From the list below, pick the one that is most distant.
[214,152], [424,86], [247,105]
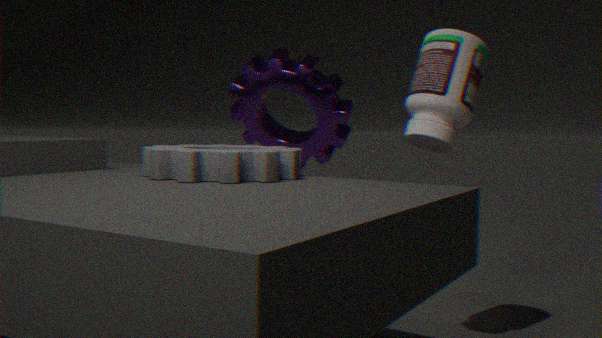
[247,105]
